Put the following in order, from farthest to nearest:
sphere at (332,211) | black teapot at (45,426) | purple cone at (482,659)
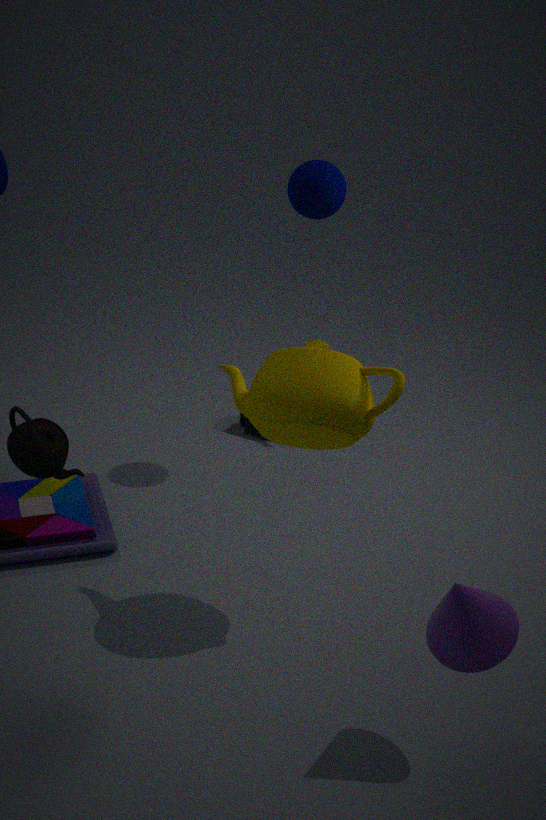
1. sphere at (332,211)
2. black teapot at (45,426)
3. purple cone at (482,659)
